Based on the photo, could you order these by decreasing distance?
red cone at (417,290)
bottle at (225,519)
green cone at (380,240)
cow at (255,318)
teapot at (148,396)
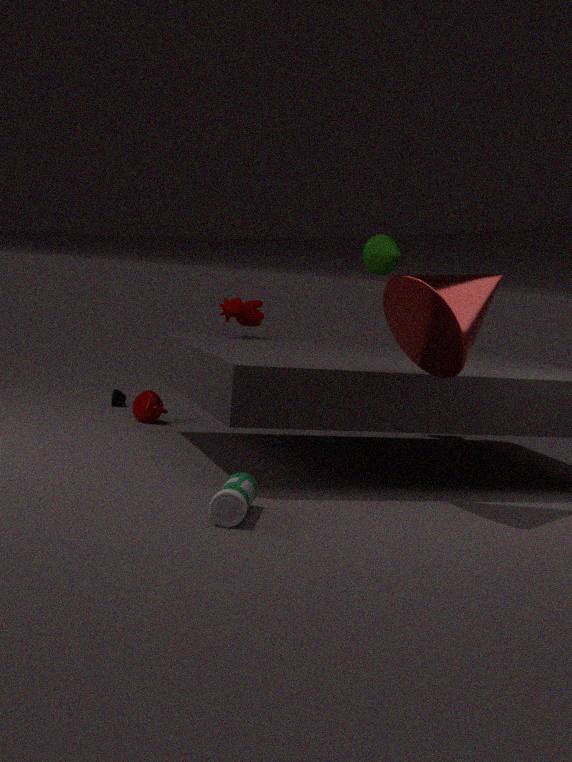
green cone at (380,240), teapot at (148,396), cow at (255,318), red cone at (417,290), bottle at (225,519)
